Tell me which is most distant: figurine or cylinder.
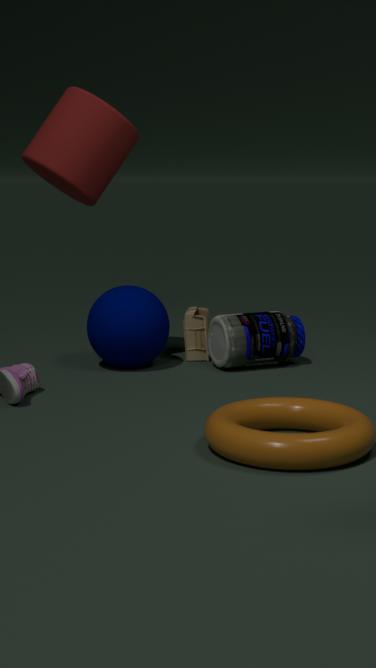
figurine
